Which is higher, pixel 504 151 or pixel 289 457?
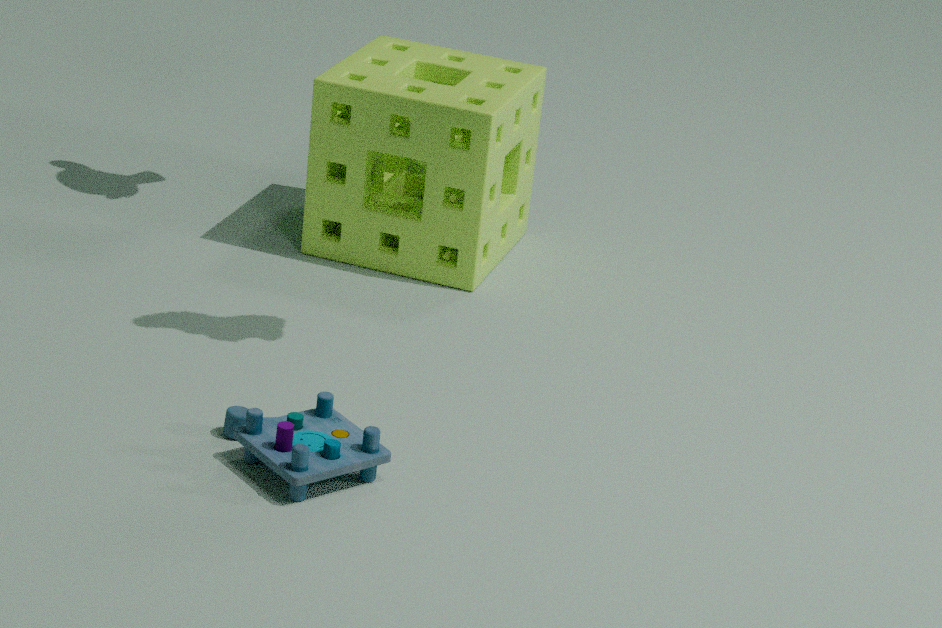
pixel 504 151
